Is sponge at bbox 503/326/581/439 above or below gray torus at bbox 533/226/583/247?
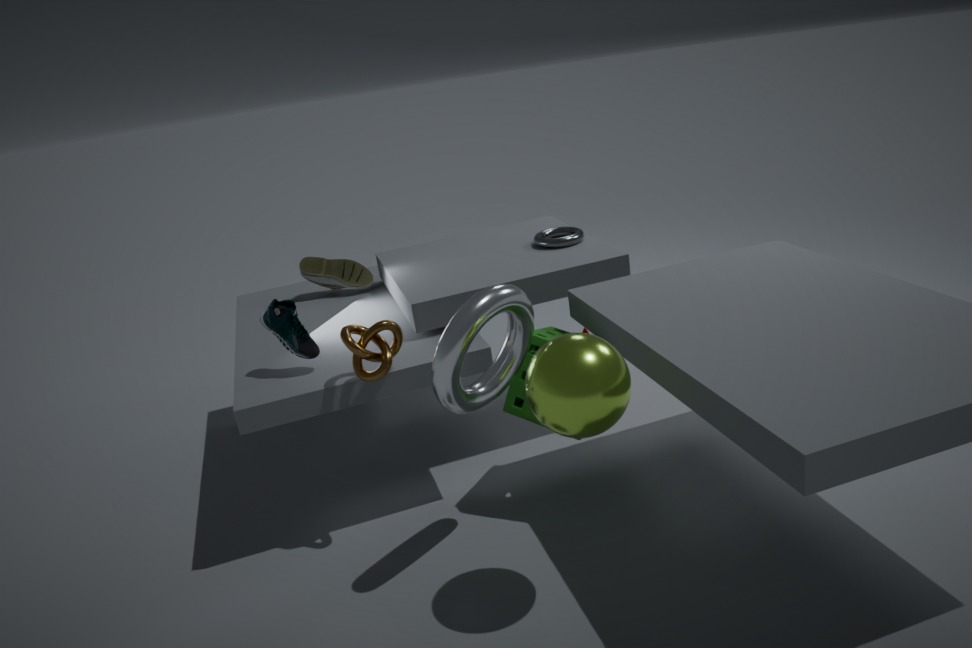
below
